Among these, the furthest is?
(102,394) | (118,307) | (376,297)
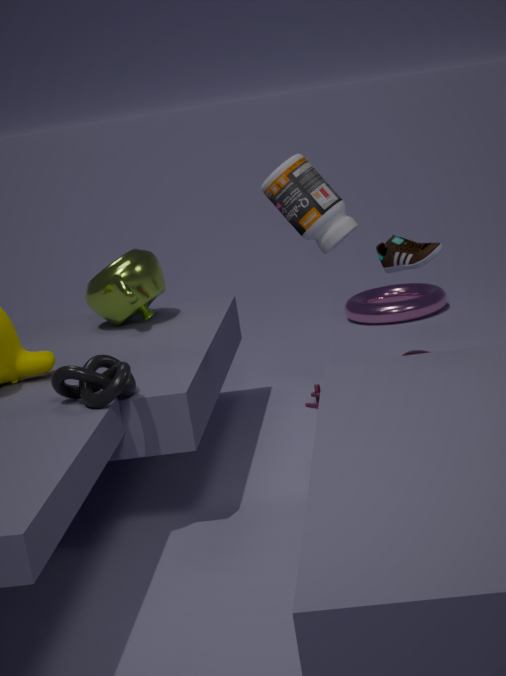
(376,297)
